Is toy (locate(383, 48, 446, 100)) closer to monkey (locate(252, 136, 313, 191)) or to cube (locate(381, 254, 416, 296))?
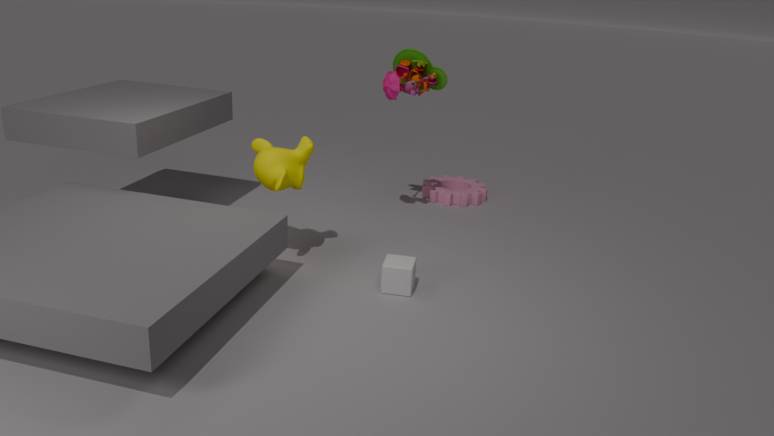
monkey (locate(252, 136, 313, 191))
